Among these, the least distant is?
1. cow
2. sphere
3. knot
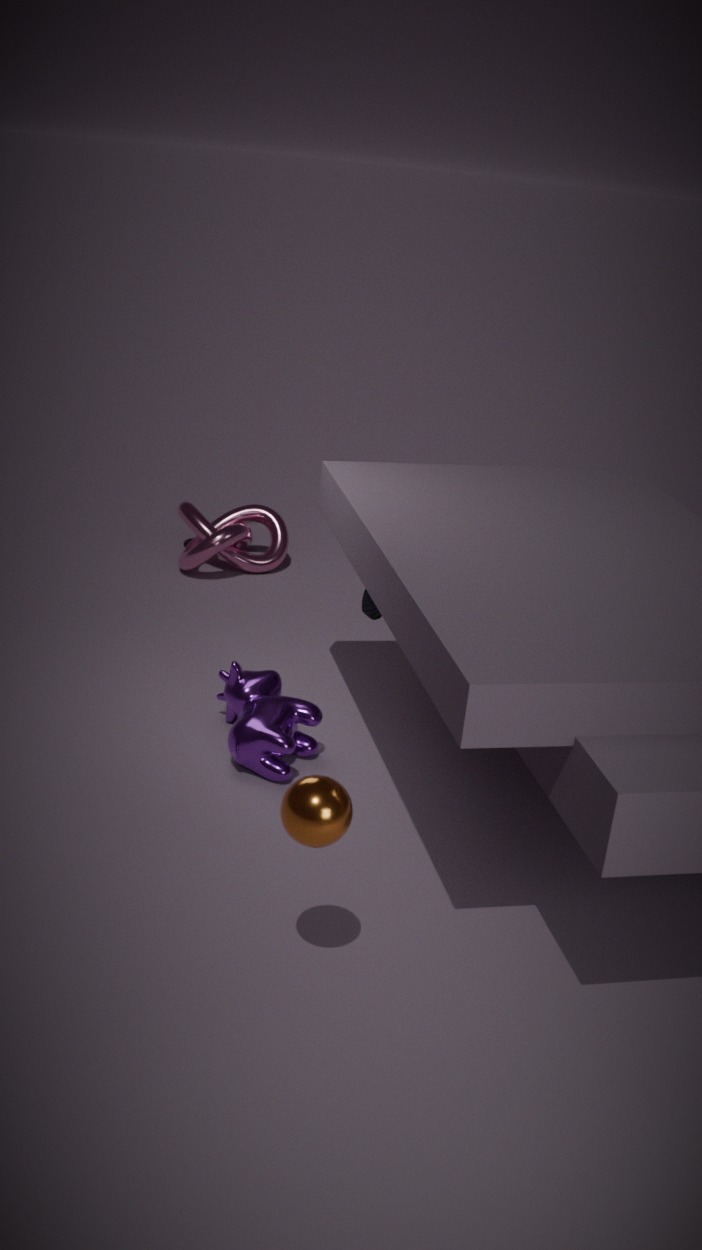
sphere
